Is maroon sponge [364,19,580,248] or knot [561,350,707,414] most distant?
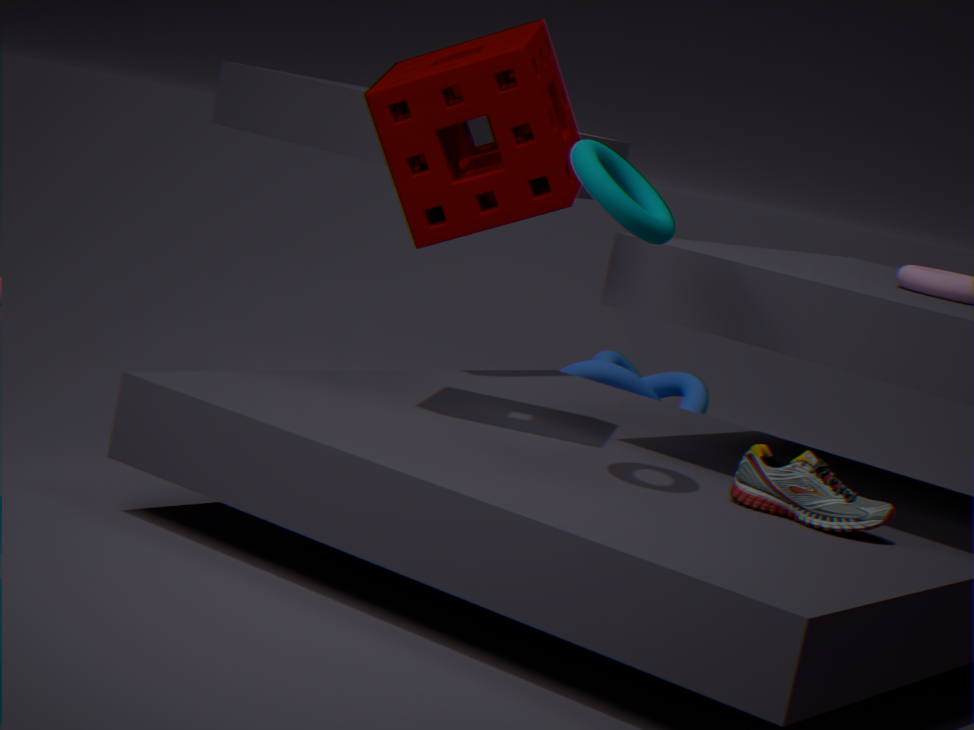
knot [561,350,707,414]
